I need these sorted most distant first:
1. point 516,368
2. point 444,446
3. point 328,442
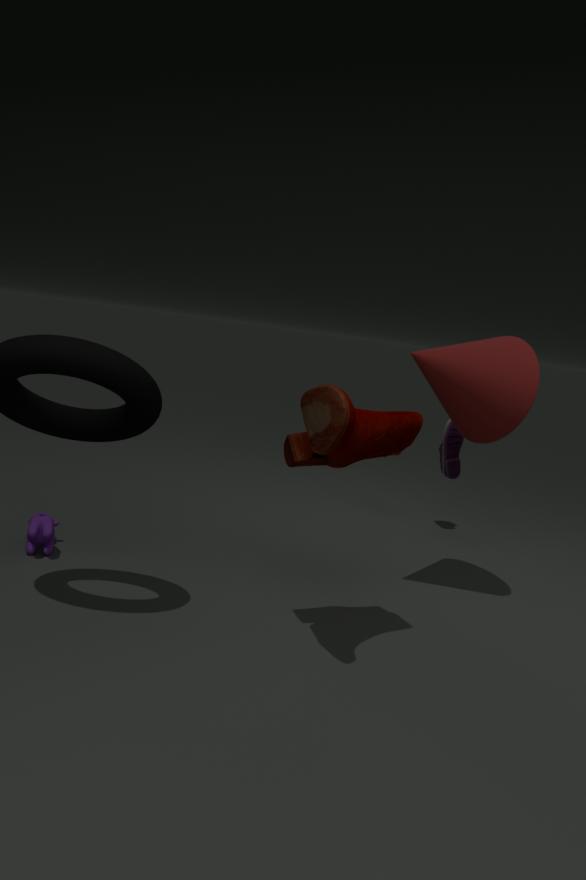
point 444,446 < point 516,368 < point 328,442
